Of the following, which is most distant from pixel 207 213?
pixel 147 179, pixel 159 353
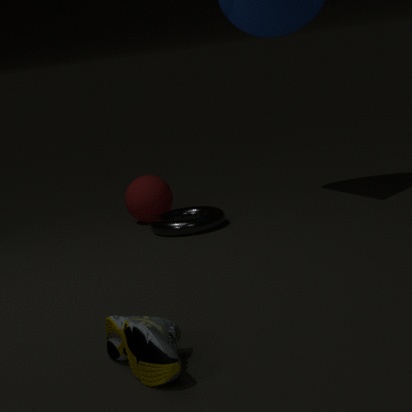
pixel 159 353
